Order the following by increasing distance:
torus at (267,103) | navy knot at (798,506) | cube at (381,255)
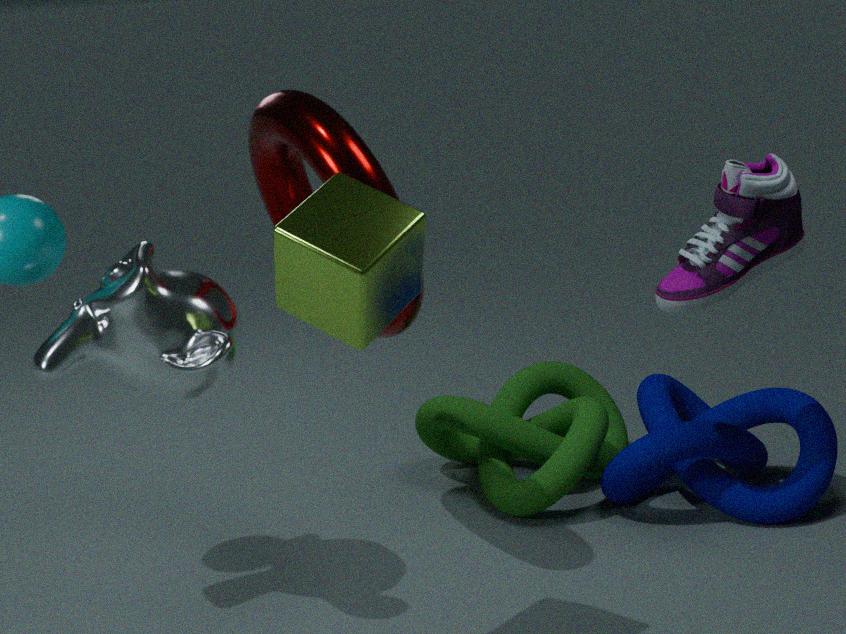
1. cube at (381,255)
2. torus at (267,103)
3. navy knot at (798,506)
